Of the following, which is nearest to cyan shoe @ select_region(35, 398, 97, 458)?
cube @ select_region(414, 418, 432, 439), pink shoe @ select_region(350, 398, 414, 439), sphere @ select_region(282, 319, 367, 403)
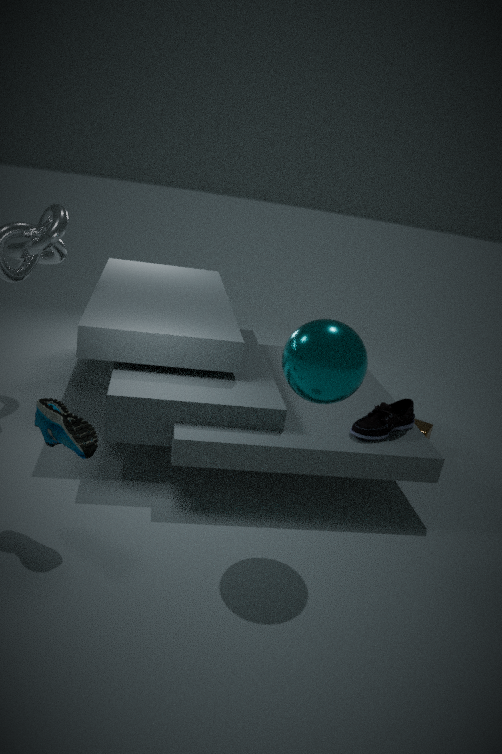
sphere @ select_region(282, 319, 367, 403)
